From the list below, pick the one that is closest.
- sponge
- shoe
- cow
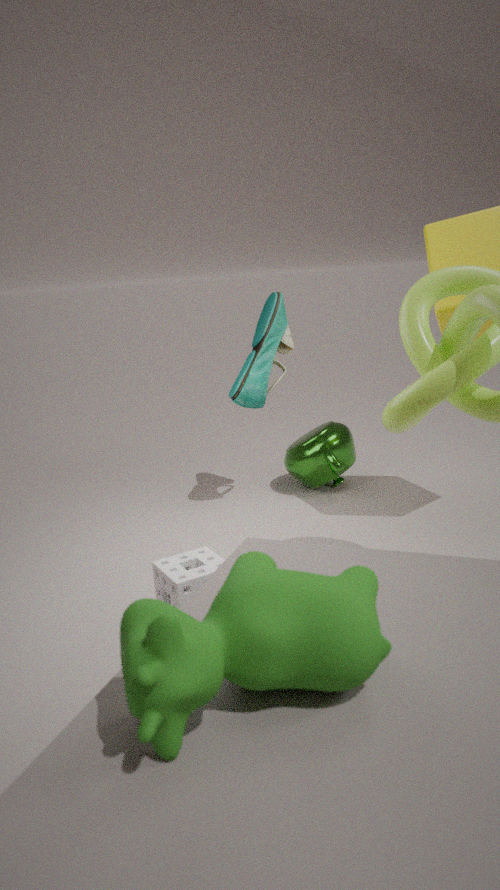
cow
